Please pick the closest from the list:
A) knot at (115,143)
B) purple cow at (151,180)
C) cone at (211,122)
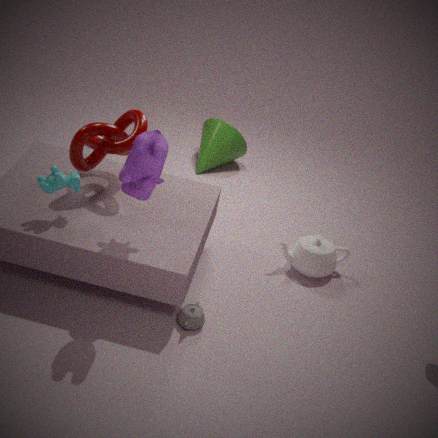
purple cow at (151,180)
